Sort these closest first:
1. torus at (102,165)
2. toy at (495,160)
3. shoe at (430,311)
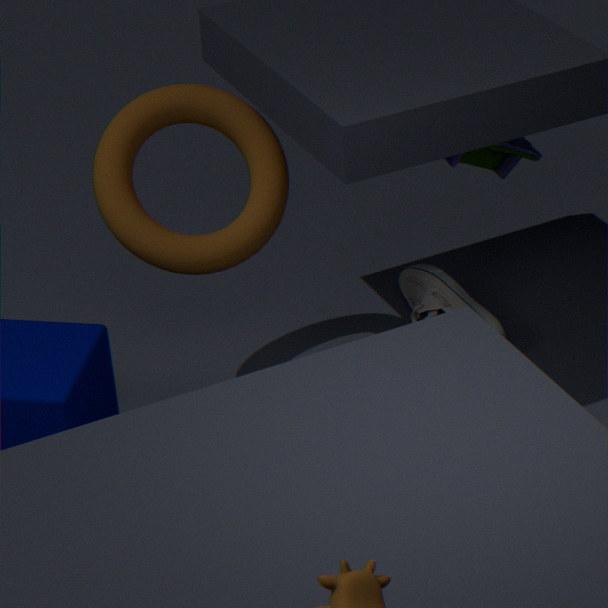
torus at (102,165)
shoe at (430,311)
toy at (495,160)
